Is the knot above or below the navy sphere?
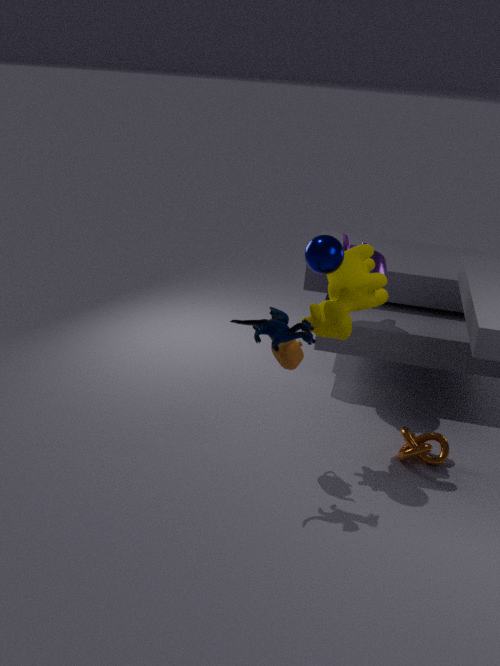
below
